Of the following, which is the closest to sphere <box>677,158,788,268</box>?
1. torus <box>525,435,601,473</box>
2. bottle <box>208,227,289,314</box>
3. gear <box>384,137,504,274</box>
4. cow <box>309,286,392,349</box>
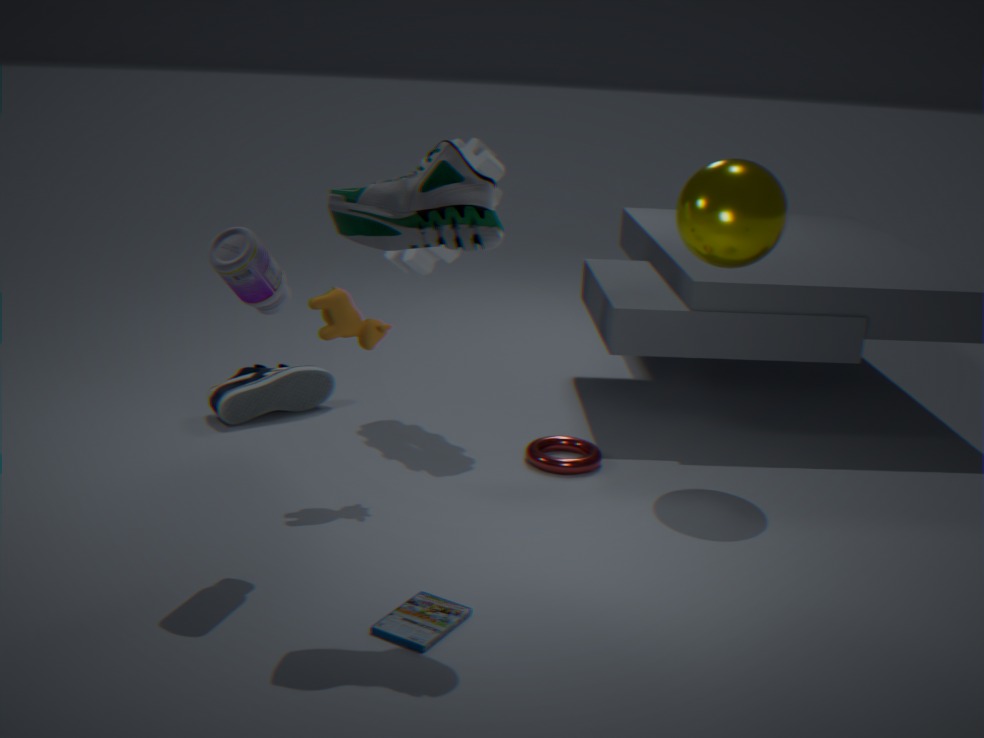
gear <box>384,137,504,274</box>
